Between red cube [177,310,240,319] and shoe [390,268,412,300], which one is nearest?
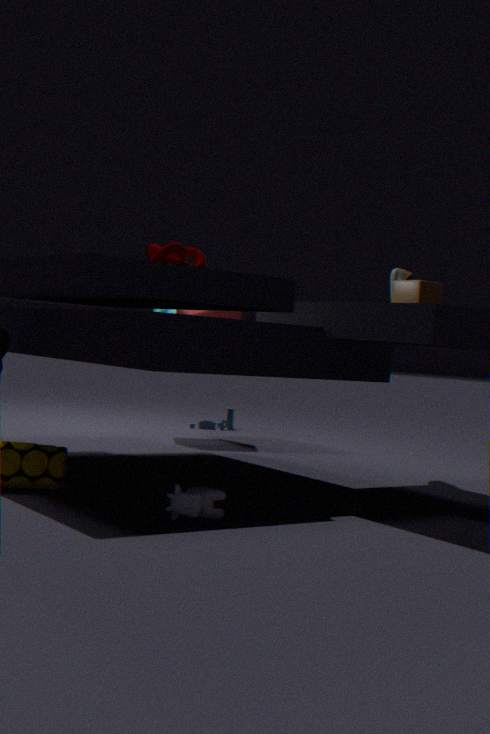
shoe [390,268,412,300]
